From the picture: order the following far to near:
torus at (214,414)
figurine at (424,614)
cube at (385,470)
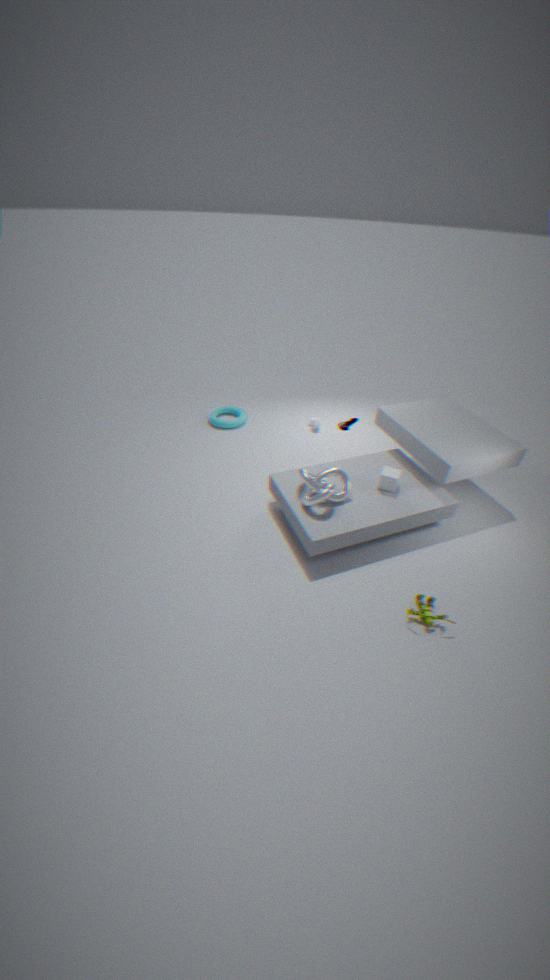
torus at (214,414), cube at (385,470), figurine at (424,614)
